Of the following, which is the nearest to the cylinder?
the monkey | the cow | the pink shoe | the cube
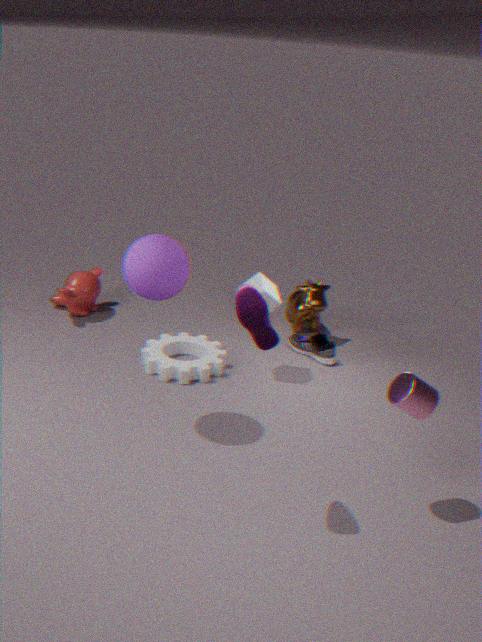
the cube
